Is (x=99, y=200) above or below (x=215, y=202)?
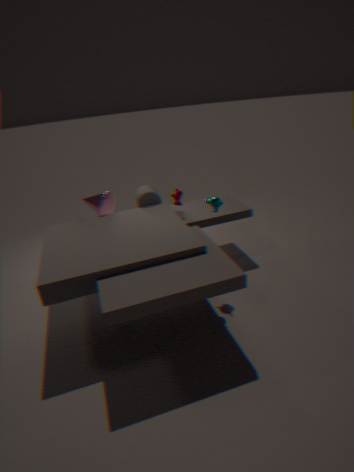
below
